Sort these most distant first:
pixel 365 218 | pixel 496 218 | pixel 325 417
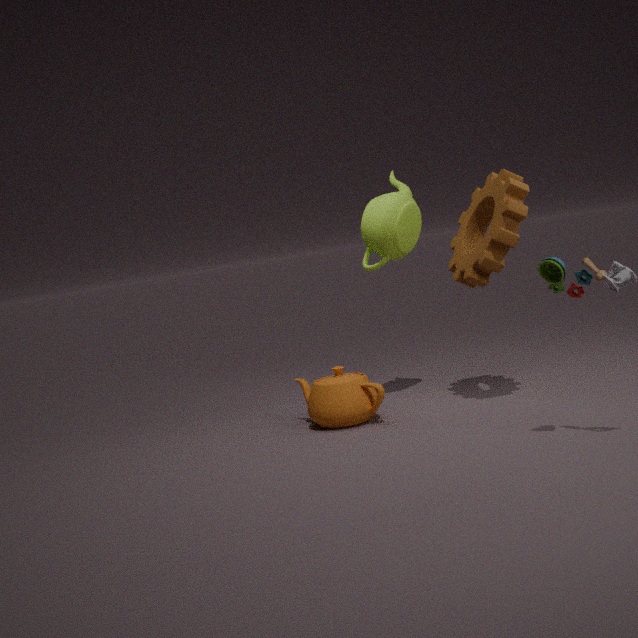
1. pixel 365 218
2. pixel 325 417
3. pixel 496 218
